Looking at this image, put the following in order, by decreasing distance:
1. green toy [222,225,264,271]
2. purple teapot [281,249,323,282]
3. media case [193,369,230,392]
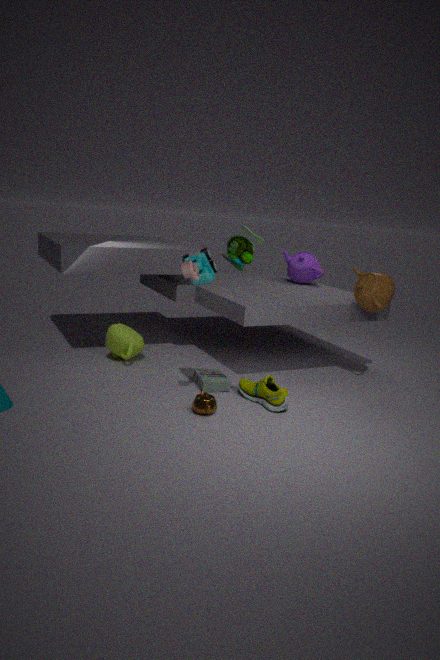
purple teapot [281,249,323,282]
media case [193,369,230,392]
green toy [222,225,264,271]
